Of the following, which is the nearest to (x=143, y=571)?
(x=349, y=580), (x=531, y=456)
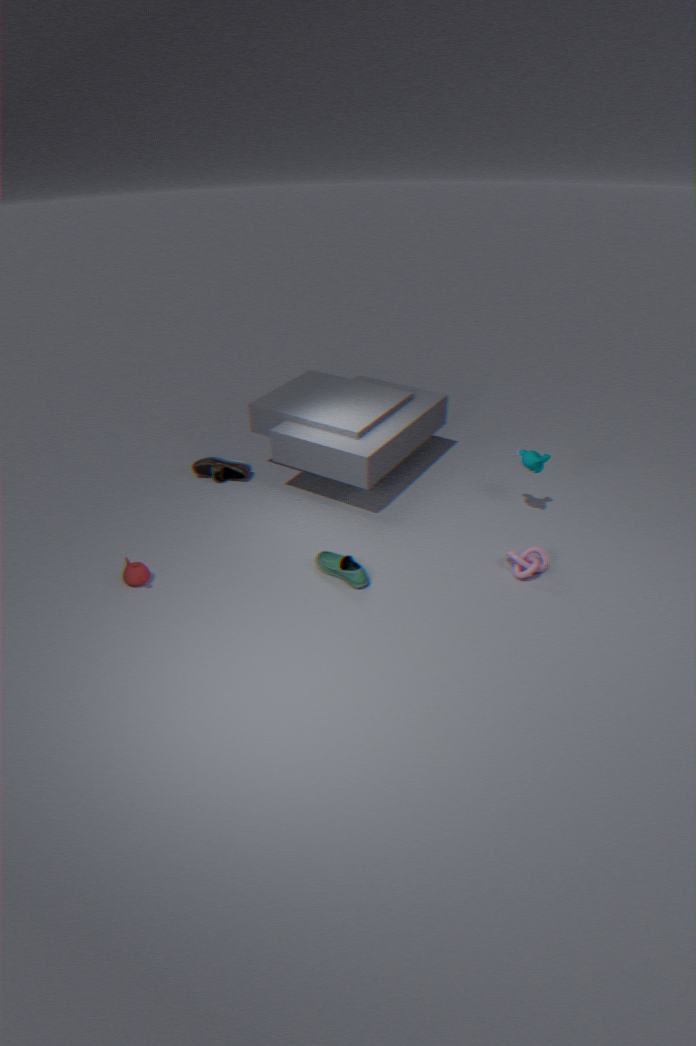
(x=349, y=580)
